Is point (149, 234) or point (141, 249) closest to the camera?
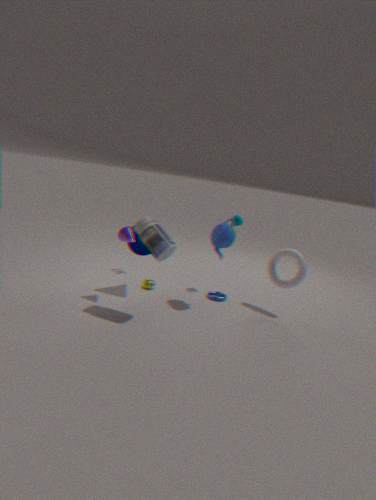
point (149, 234)
